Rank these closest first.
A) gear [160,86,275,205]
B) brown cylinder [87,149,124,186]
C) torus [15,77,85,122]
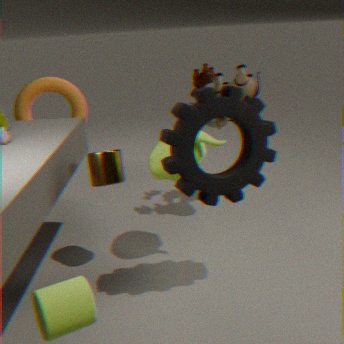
A. gear [160,86,275,205] → B. brown cylinder [87,149,124,186] → C. torus [15,77,85,122]
